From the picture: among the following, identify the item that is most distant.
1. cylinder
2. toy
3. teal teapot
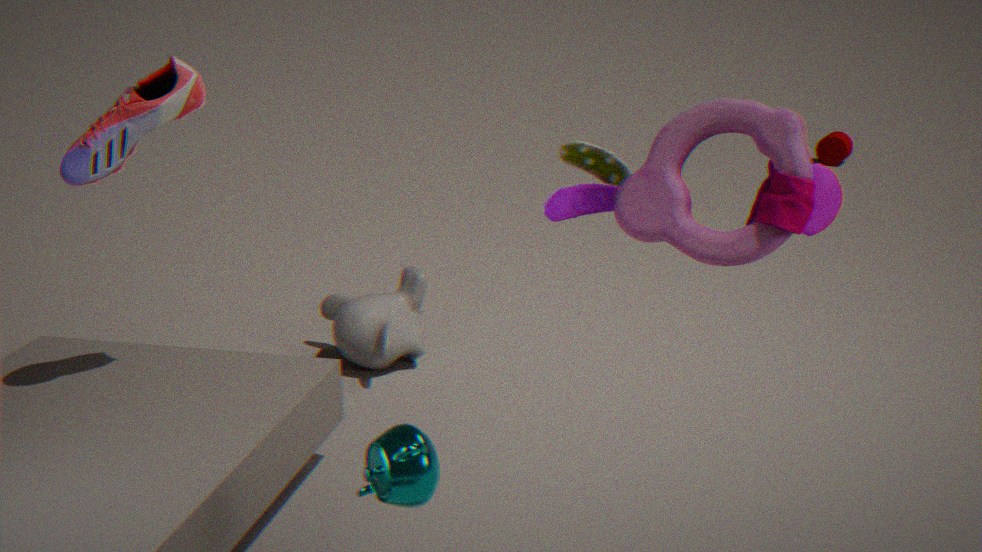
cylinder
